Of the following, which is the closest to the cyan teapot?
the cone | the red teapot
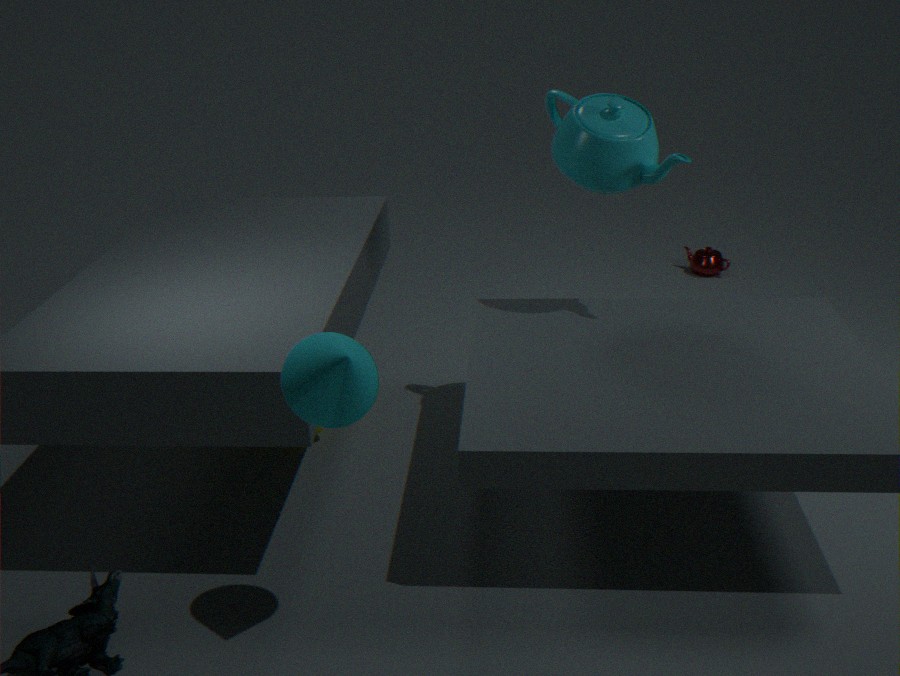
the cone
